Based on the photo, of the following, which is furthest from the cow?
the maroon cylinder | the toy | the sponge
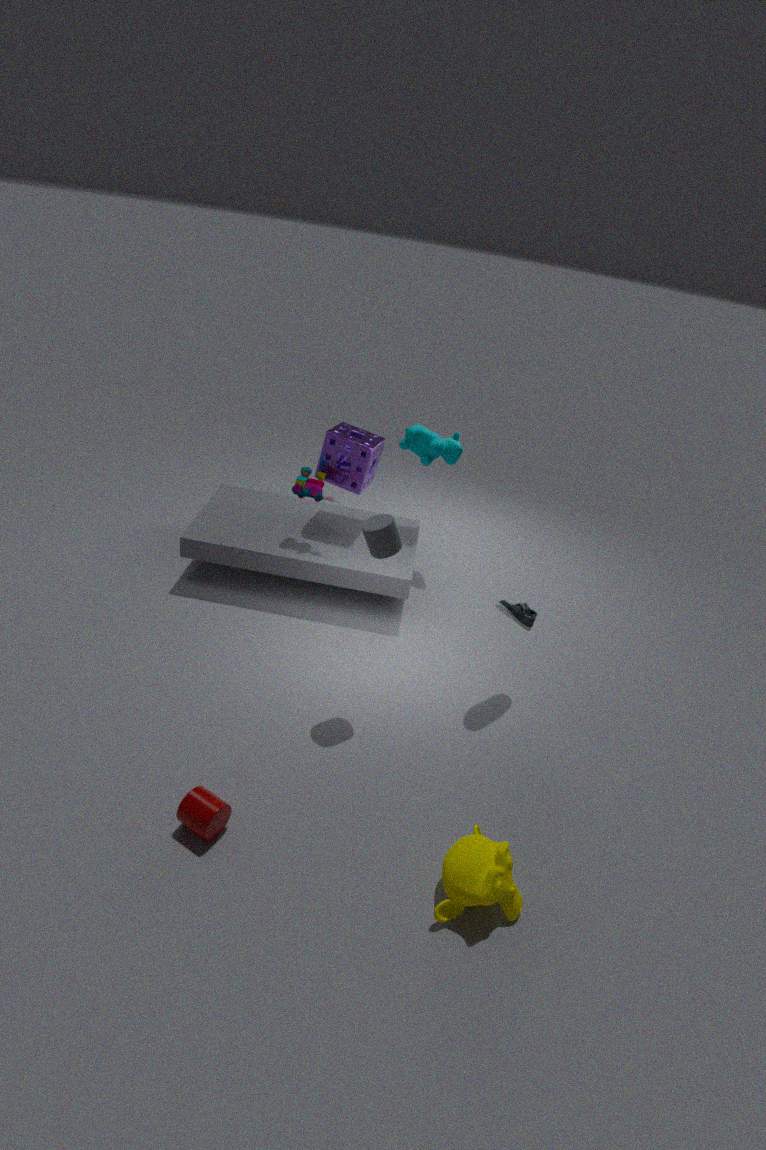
the maroon cylinder
